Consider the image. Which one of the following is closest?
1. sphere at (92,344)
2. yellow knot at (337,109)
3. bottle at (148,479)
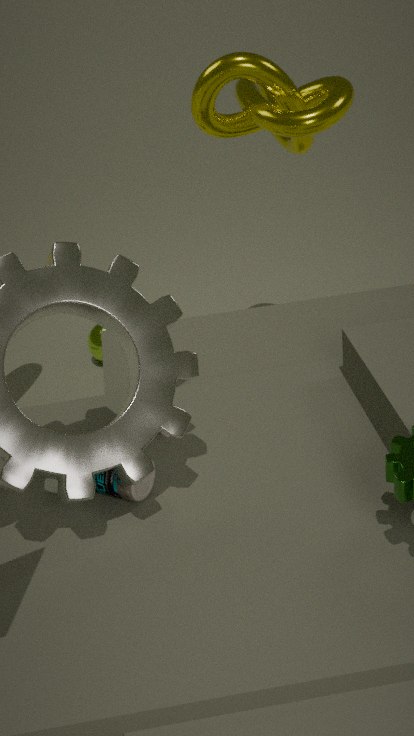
bottle at (148,479)
